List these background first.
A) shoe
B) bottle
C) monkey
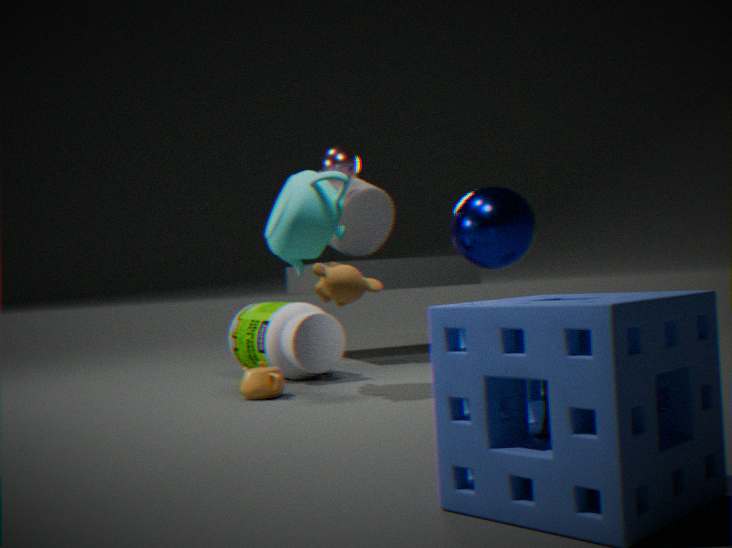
bottle → monkey → shoe
